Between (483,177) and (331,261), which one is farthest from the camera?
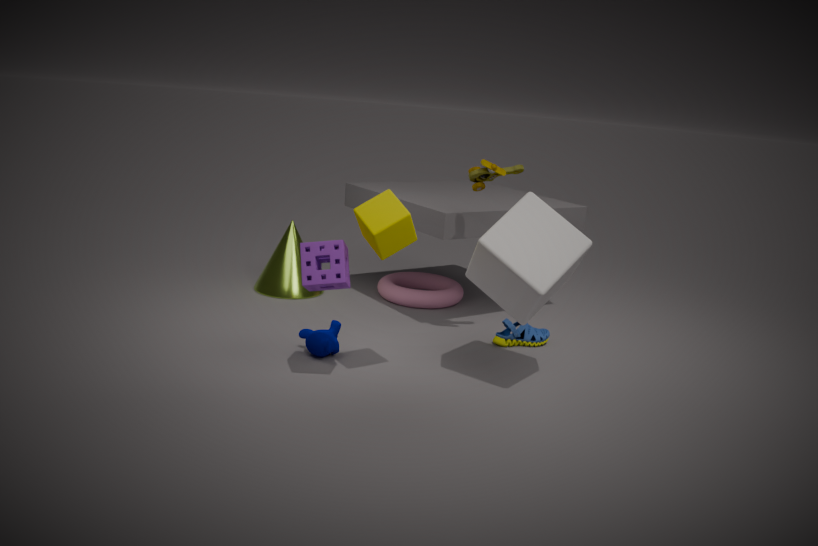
(483,177)
